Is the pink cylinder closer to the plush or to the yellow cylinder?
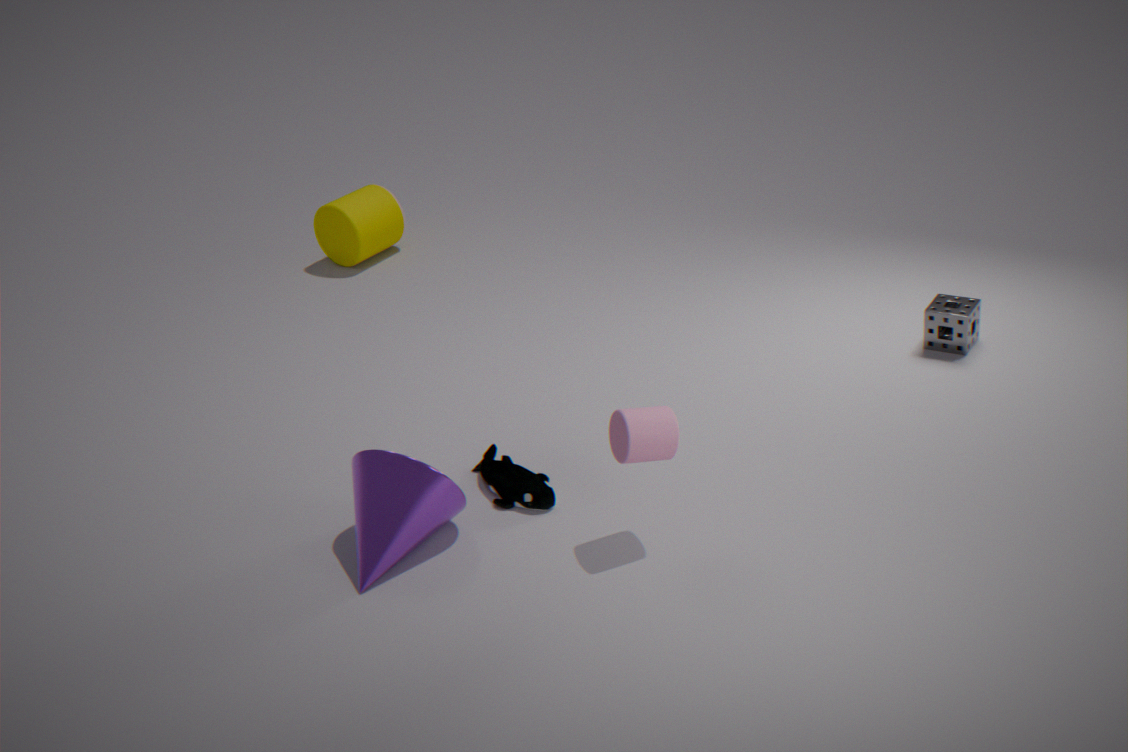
the plush
